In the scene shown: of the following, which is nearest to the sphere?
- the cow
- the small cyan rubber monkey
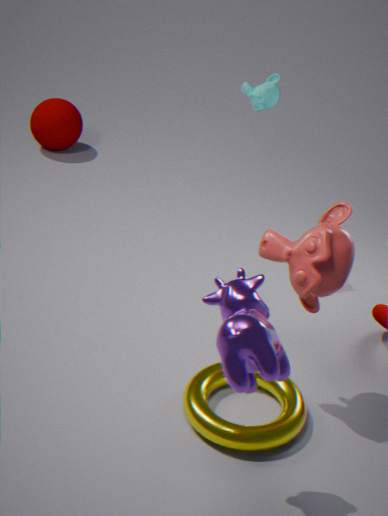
A: the small cyan rubber monkey
